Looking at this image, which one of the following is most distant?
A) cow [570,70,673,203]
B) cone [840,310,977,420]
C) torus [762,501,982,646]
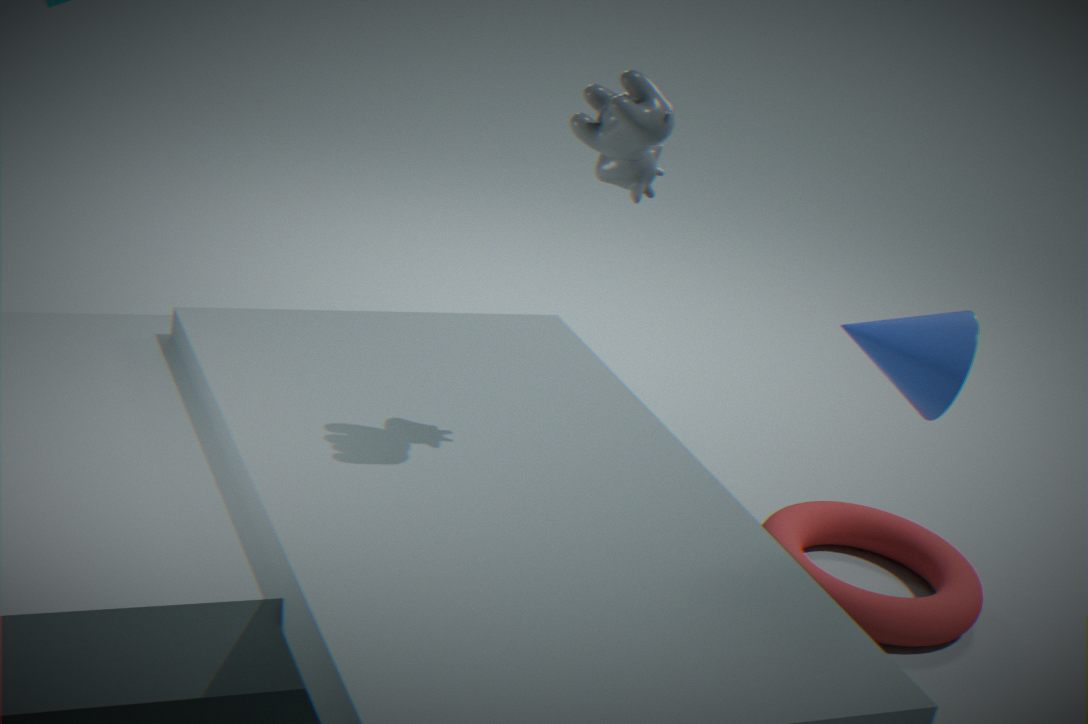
torus [762,501,982,646]
